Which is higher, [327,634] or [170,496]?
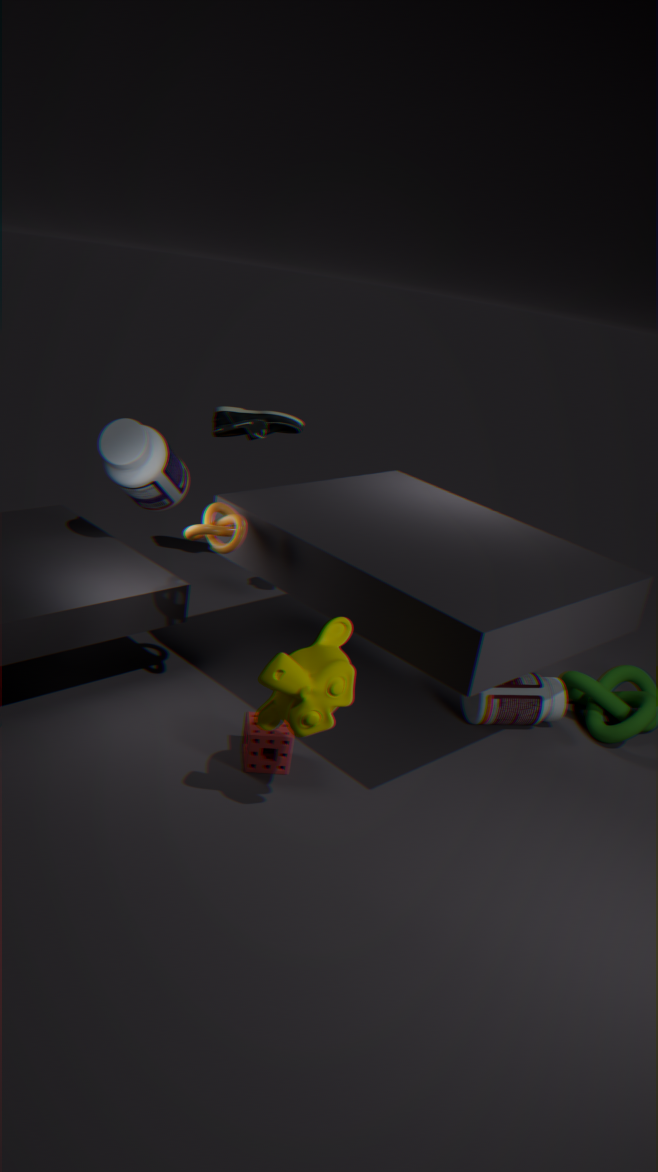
[170,496]
